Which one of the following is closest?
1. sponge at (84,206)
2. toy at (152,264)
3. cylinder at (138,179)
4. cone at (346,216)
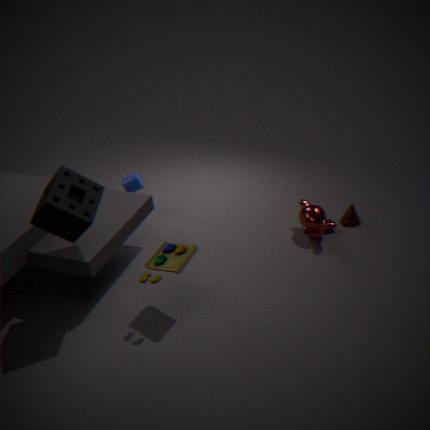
sponge at (84,206)
